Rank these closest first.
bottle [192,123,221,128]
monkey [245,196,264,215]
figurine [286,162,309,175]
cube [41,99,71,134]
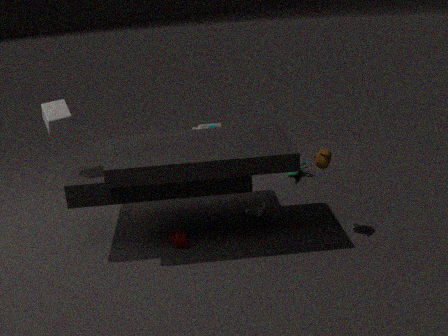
cube [41,99,71,134], monkey [245,196,264,215], figurine [286,162,309,175], bottle [192,123,221,128]
